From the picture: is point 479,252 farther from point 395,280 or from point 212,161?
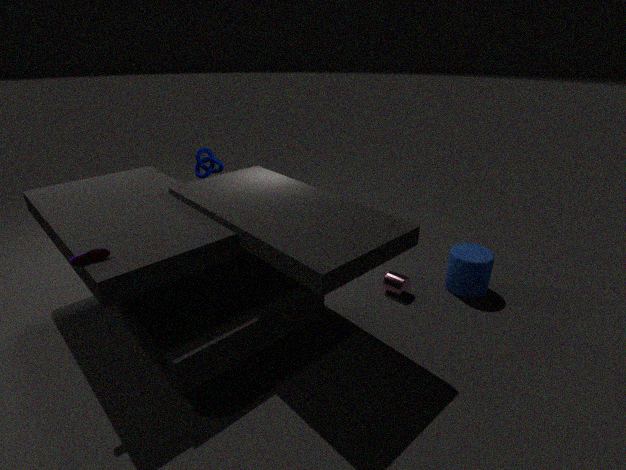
point 212,161
